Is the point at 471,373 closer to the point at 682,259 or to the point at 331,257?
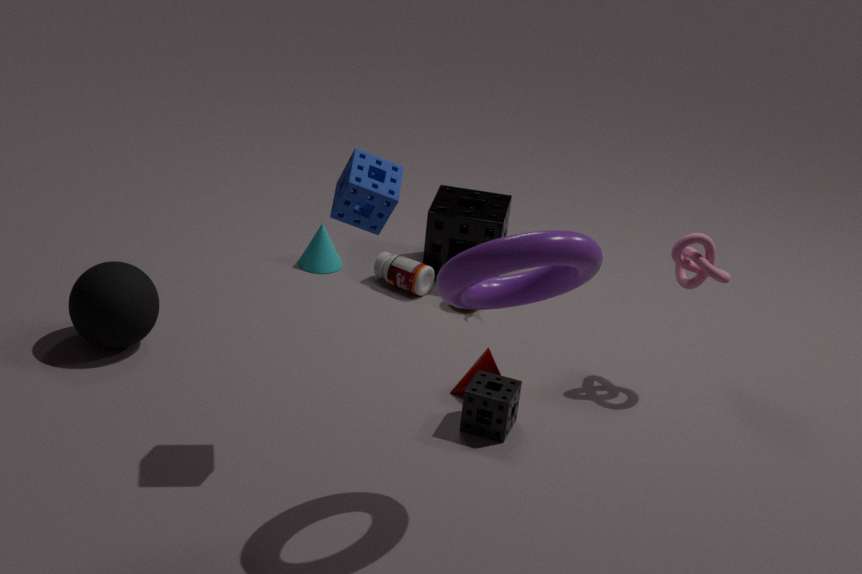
the point at 682,259
